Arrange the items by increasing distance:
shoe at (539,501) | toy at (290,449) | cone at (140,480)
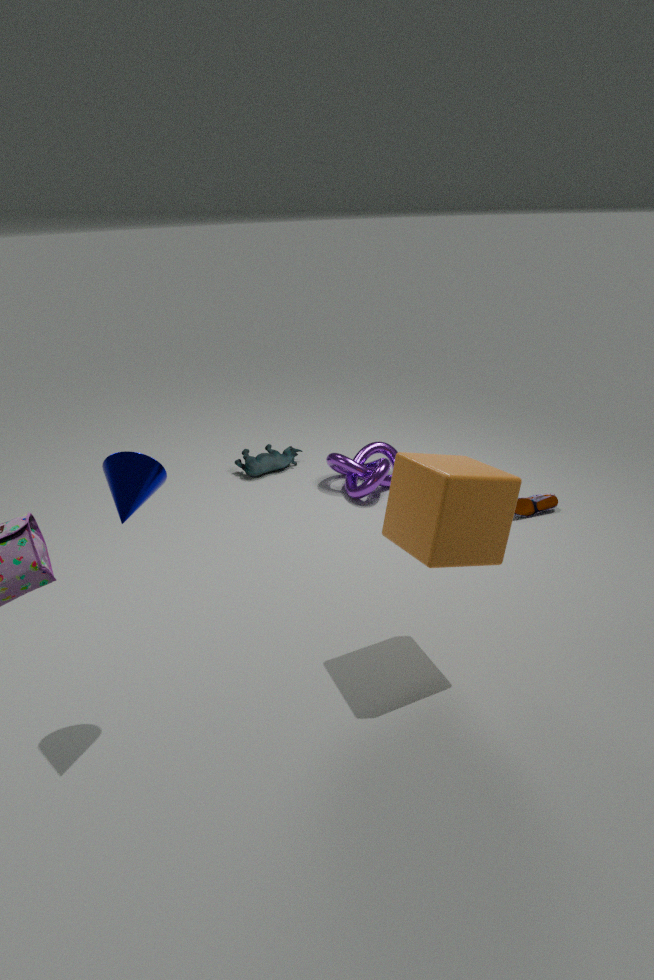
1. cone at (140,480)
2. shoe at (539,501)
3. toy at (290,449)
